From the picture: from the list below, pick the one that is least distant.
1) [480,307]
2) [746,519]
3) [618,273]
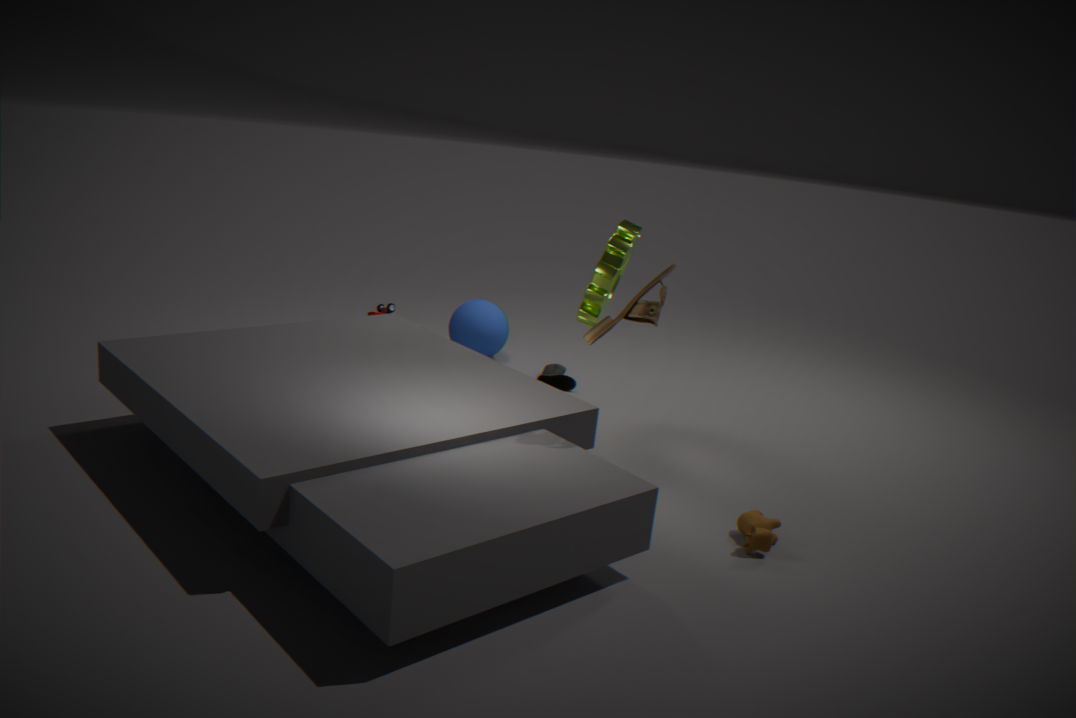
2. [746,519]
